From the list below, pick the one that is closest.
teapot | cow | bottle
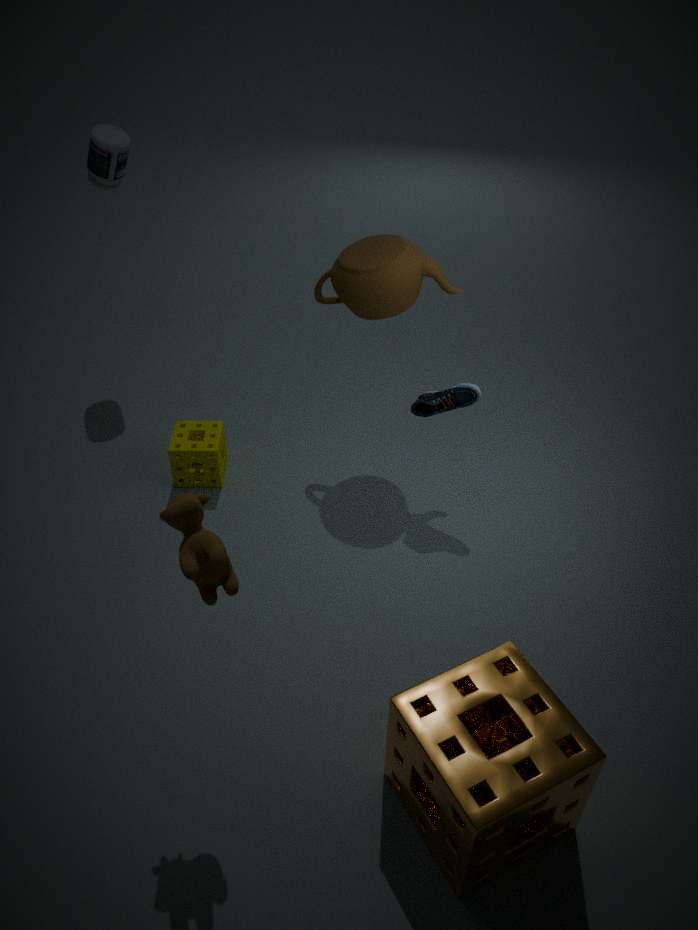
cow
